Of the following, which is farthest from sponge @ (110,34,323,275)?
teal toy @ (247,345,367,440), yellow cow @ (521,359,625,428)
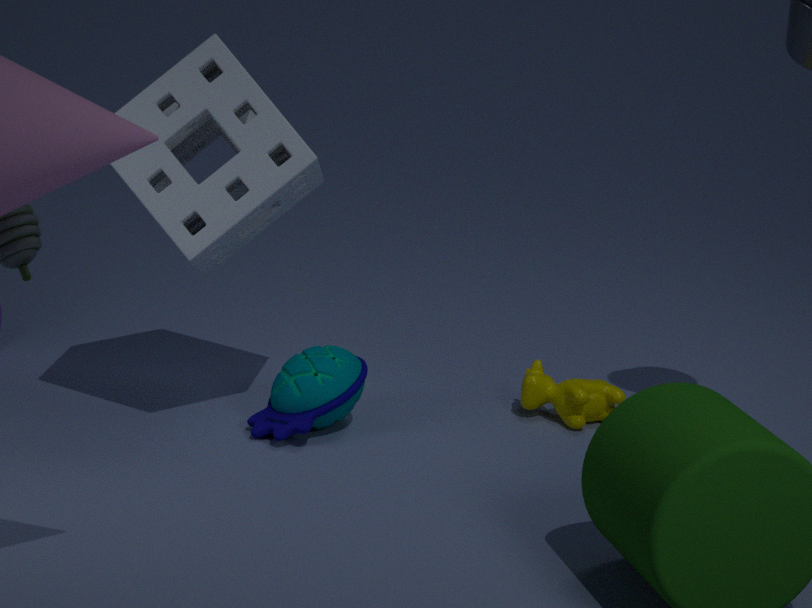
yellow cow @ (521,359,625,428)
